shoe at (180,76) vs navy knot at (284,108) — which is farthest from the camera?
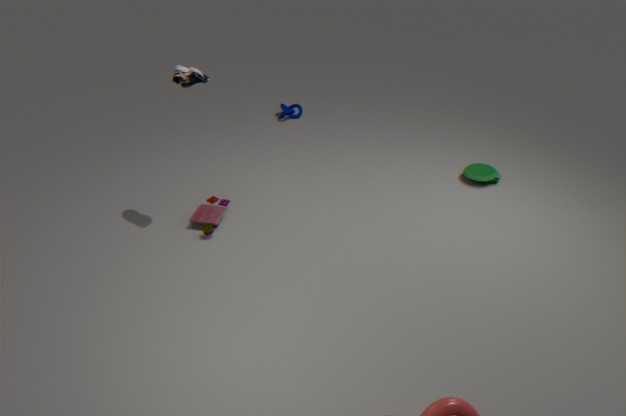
navy knot at (284,108)
